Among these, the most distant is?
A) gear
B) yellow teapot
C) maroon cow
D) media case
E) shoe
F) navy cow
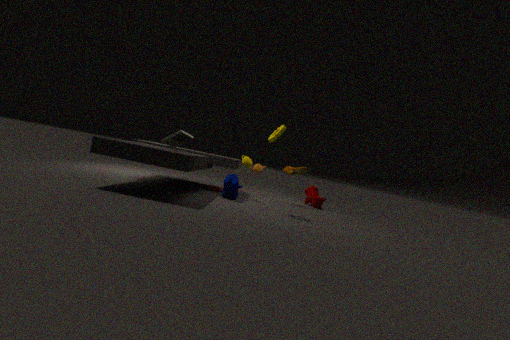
maroon cow
